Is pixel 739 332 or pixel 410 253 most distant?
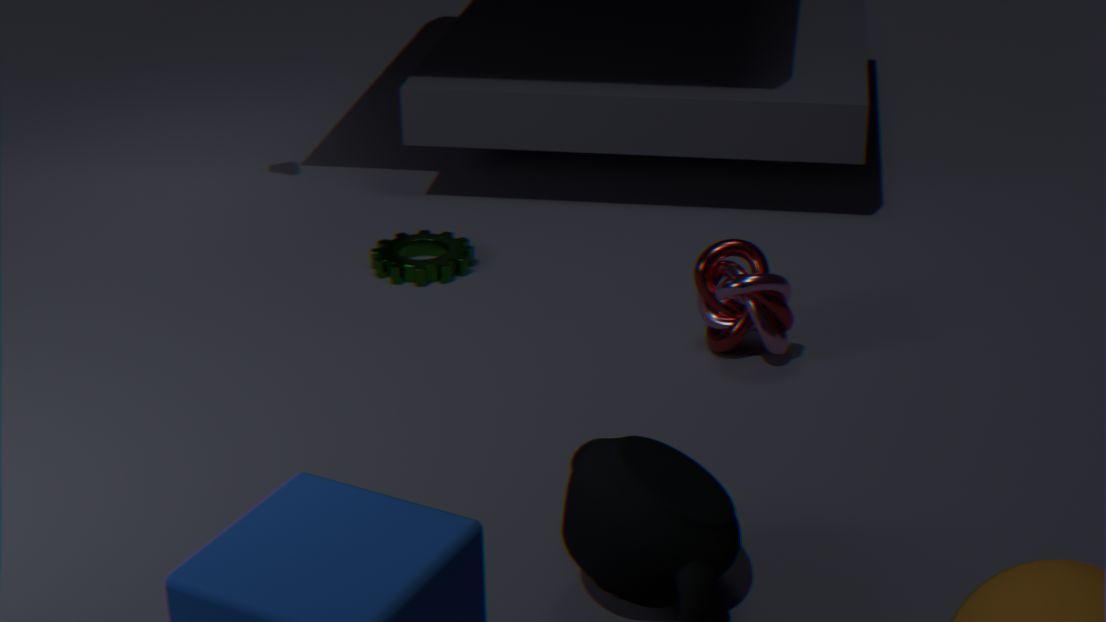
pixel 410 253
